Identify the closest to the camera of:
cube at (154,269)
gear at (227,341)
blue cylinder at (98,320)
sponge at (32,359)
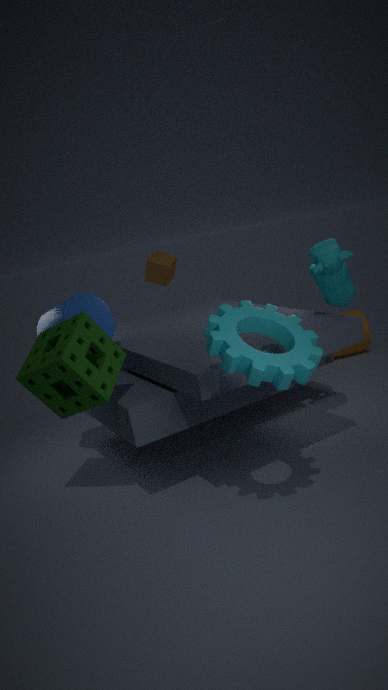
gear at (227,341)
